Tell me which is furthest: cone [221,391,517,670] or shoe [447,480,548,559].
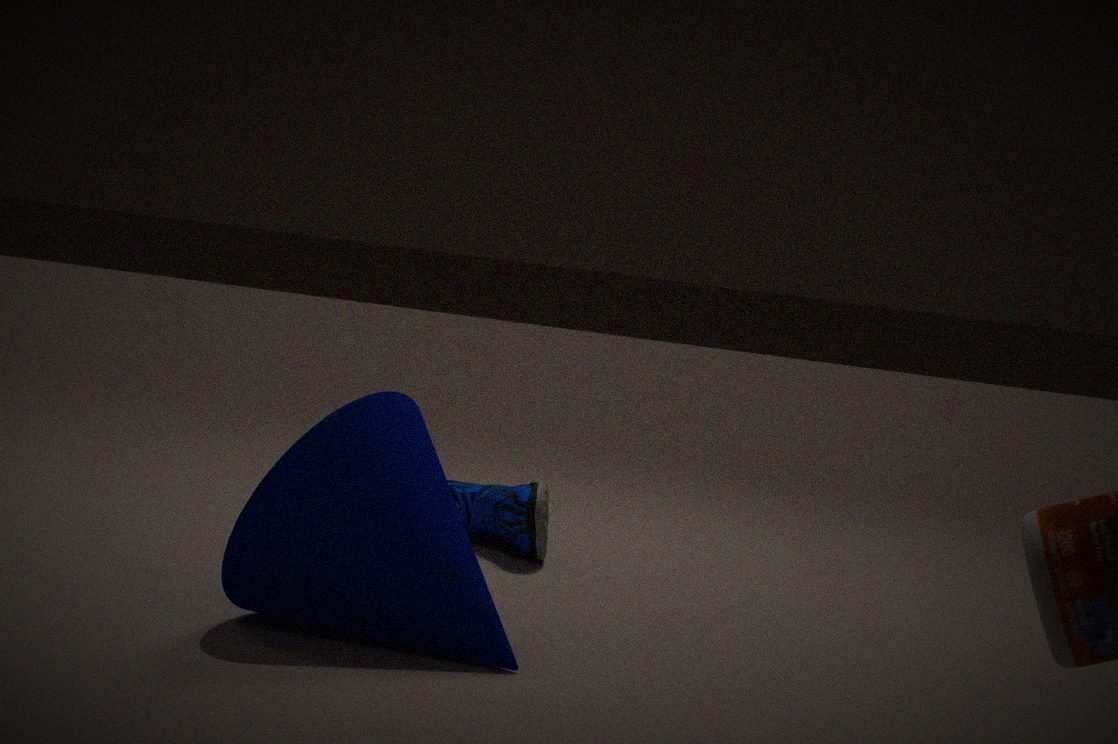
shoe [447,480,548,559]
